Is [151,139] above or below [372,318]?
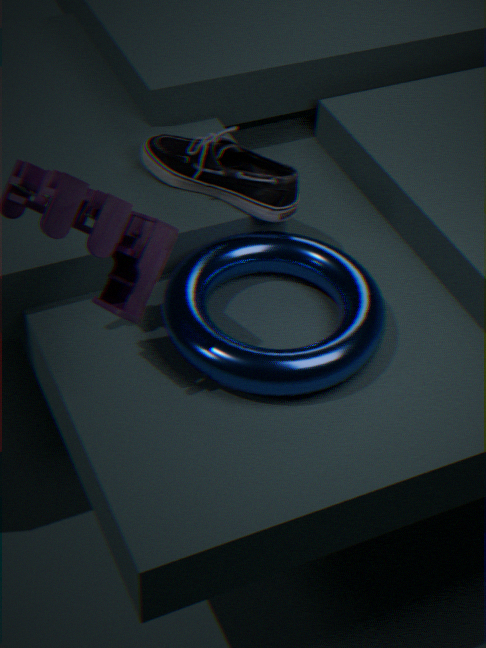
above
